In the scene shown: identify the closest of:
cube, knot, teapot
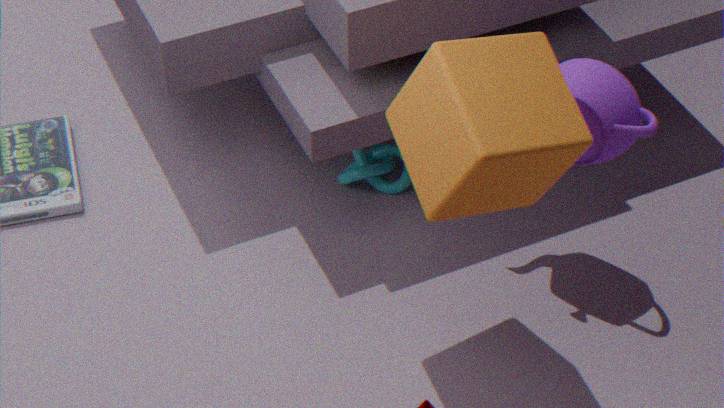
cube
